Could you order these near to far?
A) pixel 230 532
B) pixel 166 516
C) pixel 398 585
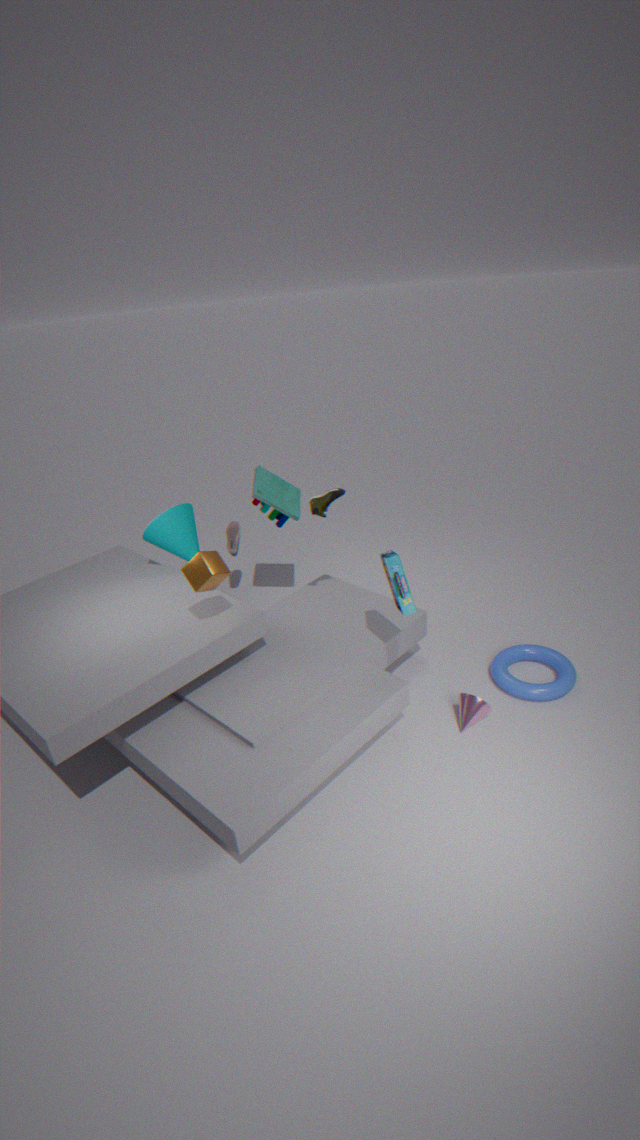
1. pixel 398 585
2. pixel 166 516
3. pixel 230 532
